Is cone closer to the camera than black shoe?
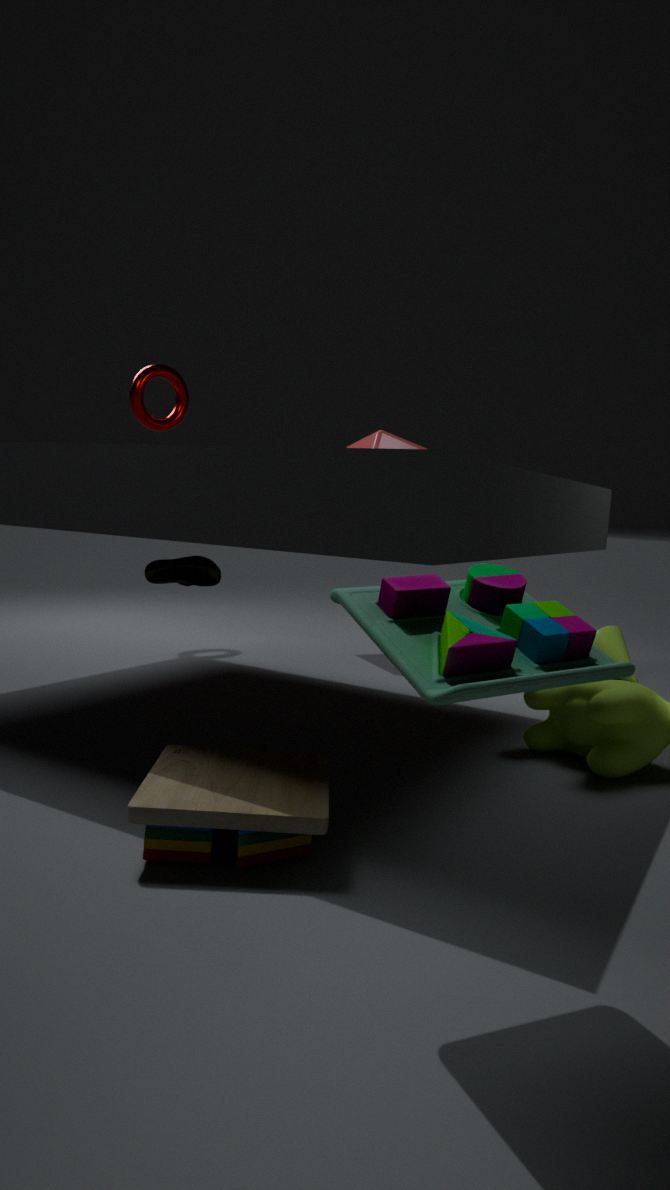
No
